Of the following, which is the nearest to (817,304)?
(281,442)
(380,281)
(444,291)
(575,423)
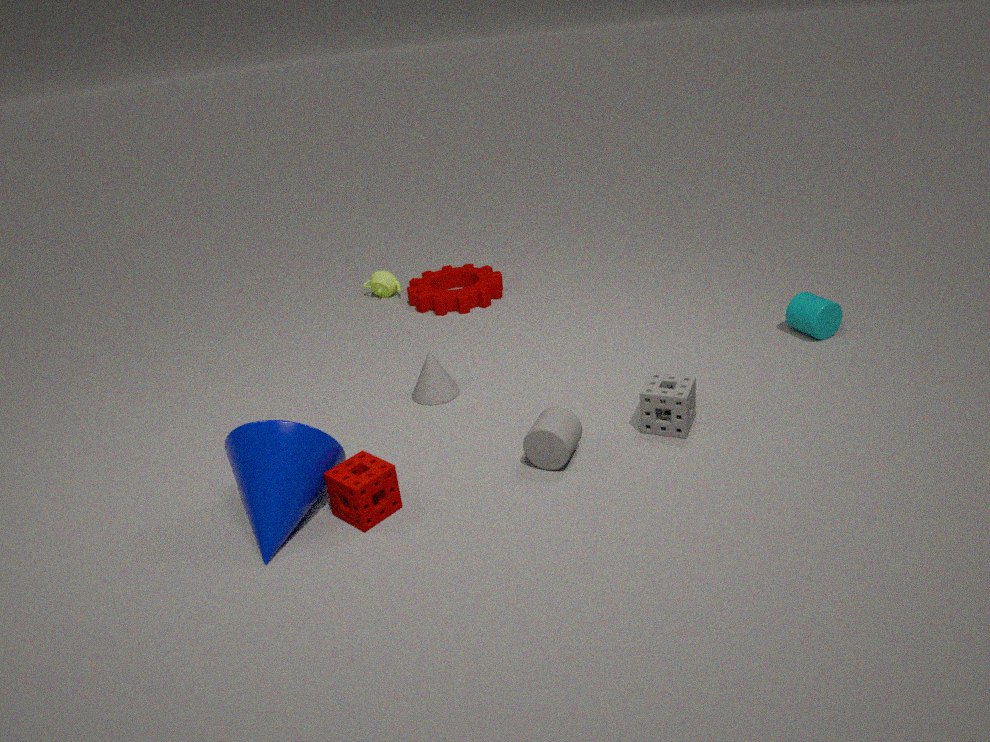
(575,423)
